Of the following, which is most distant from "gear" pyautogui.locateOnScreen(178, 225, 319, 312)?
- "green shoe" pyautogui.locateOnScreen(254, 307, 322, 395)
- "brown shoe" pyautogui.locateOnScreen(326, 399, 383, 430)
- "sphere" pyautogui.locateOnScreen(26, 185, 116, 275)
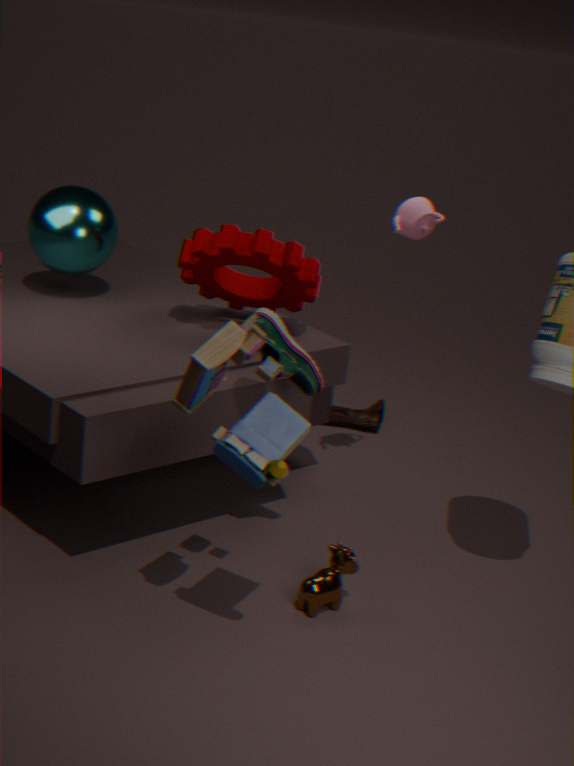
"brown shoe" pyautogui.locateOnScreen(326, 399, 383, 430)
